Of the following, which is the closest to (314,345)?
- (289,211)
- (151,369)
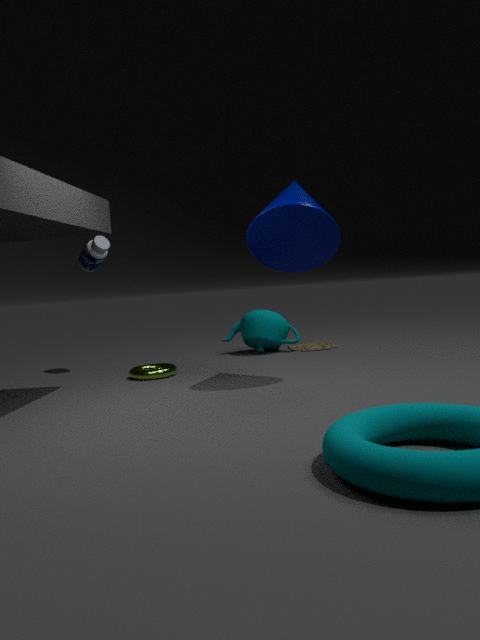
(151,369)
